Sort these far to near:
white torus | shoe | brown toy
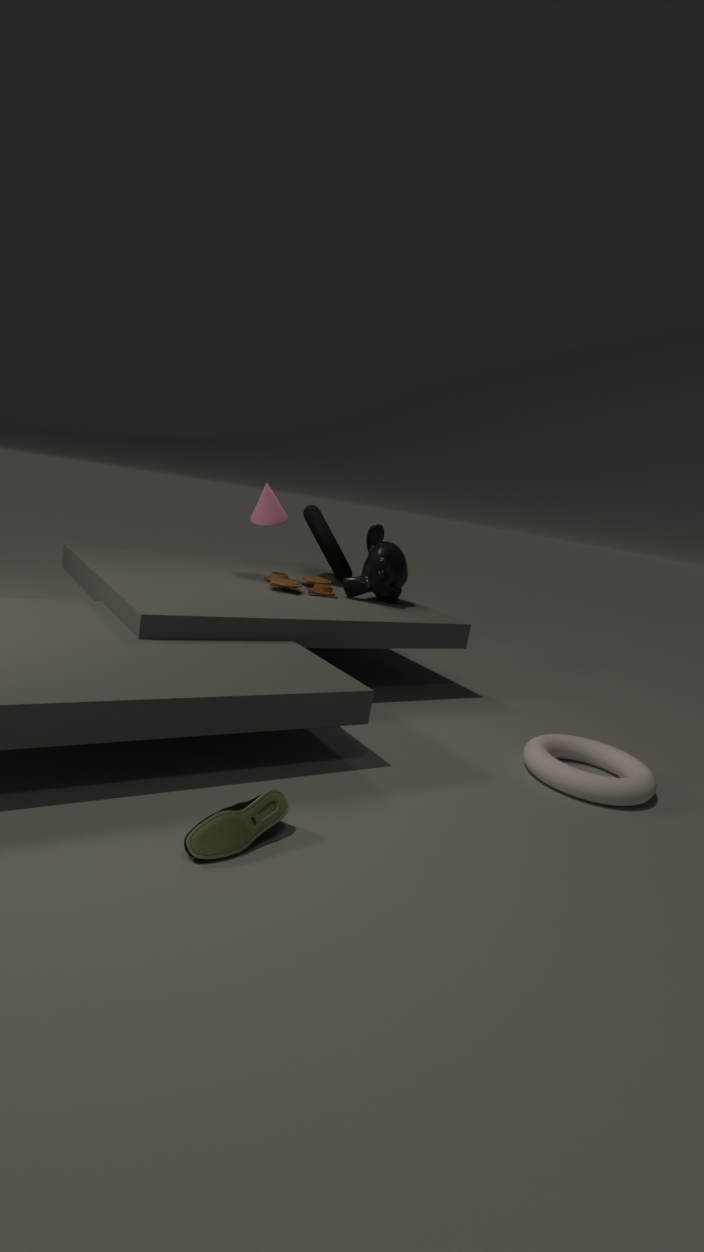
brown toy → white torus → shoe
